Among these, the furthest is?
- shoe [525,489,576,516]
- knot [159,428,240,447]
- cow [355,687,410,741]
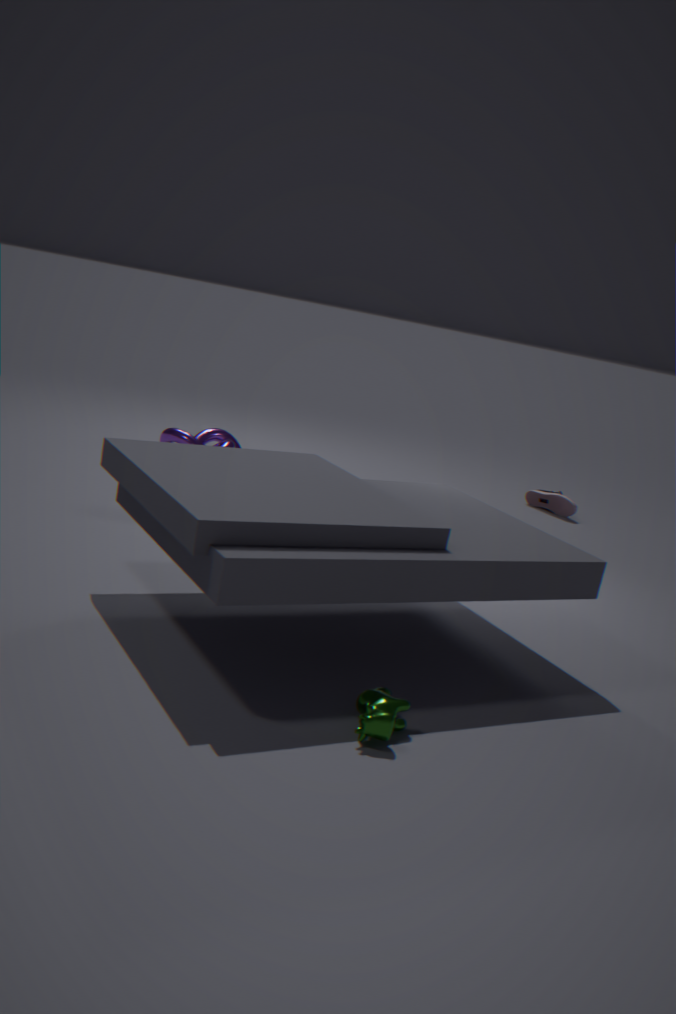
shoe [525,489,576,516]
